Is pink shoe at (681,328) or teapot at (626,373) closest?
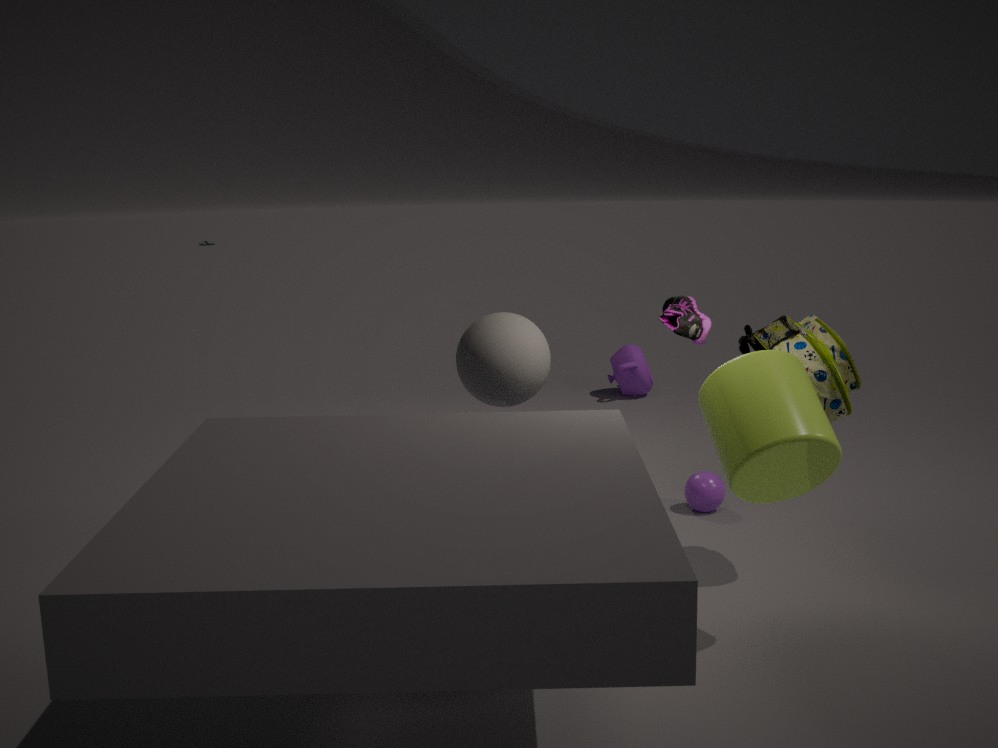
pink shoe at (681,328)
